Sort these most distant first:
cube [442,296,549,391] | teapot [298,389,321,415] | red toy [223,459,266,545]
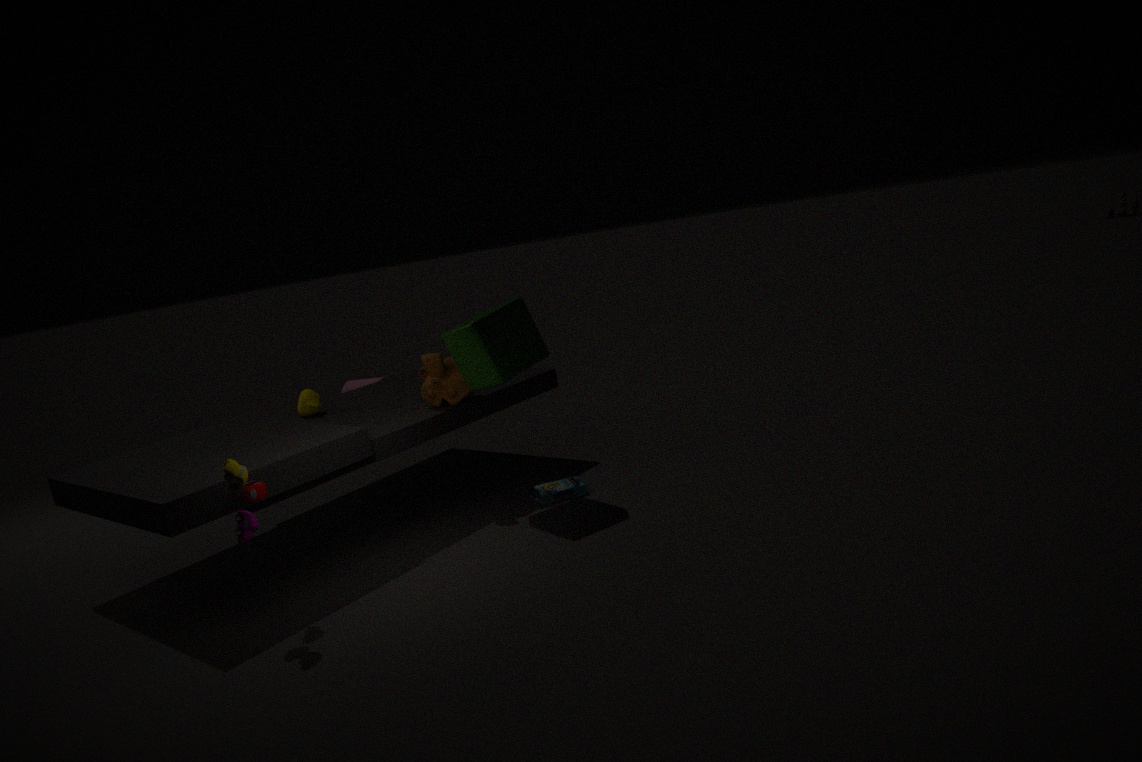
teapot [298,389,321,415]
cube [442,296,549,391]
red toy [223,459,266,545]
